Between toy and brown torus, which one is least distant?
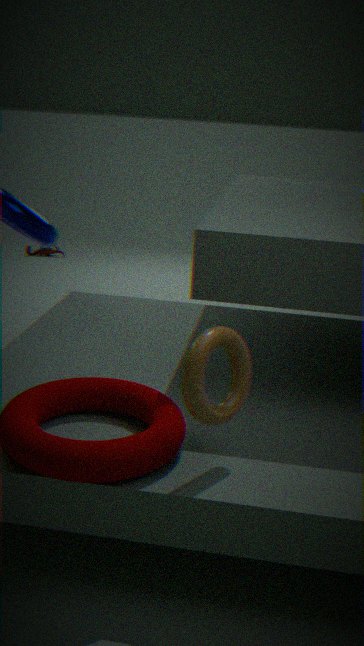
brown torus
